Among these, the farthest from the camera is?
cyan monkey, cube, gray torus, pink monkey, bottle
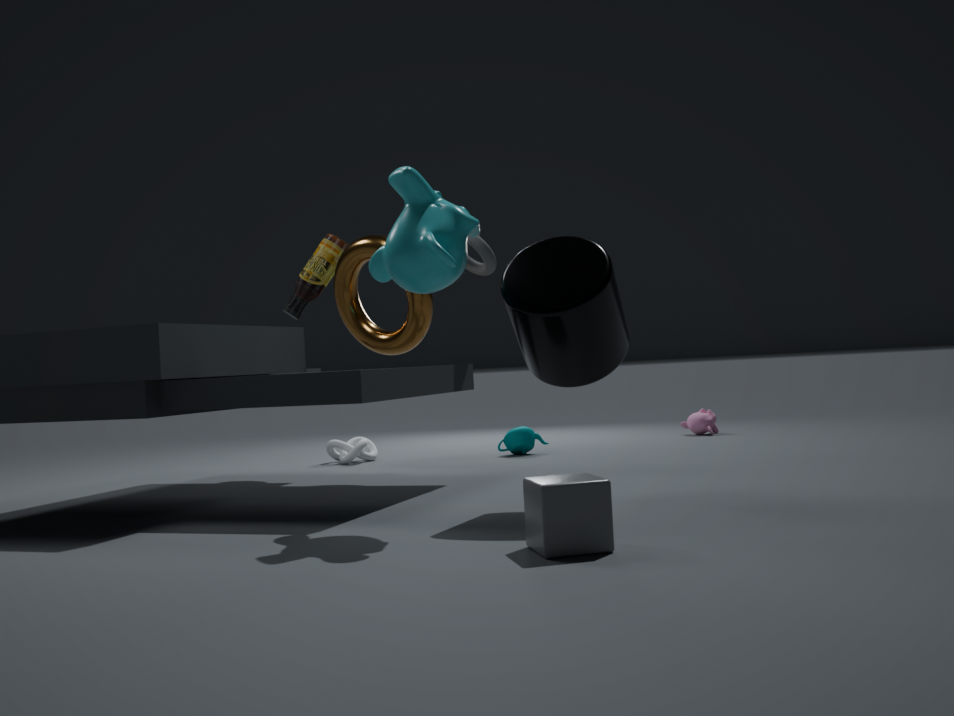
pink monkey
